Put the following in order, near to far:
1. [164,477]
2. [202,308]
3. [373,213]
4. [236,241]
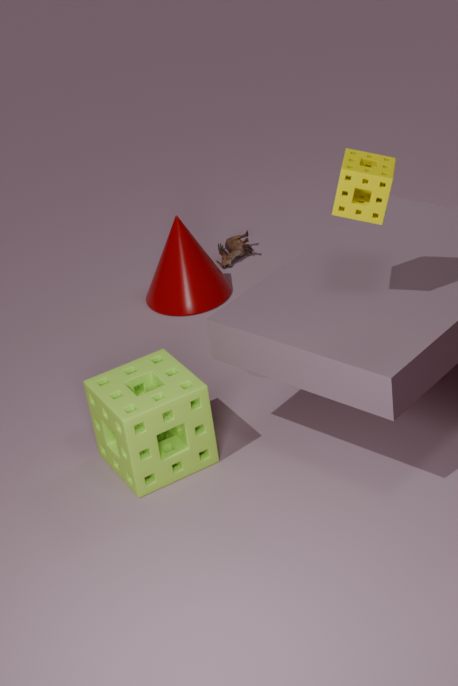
[373,213]
[164,477]
[202,308]
[236,241]
